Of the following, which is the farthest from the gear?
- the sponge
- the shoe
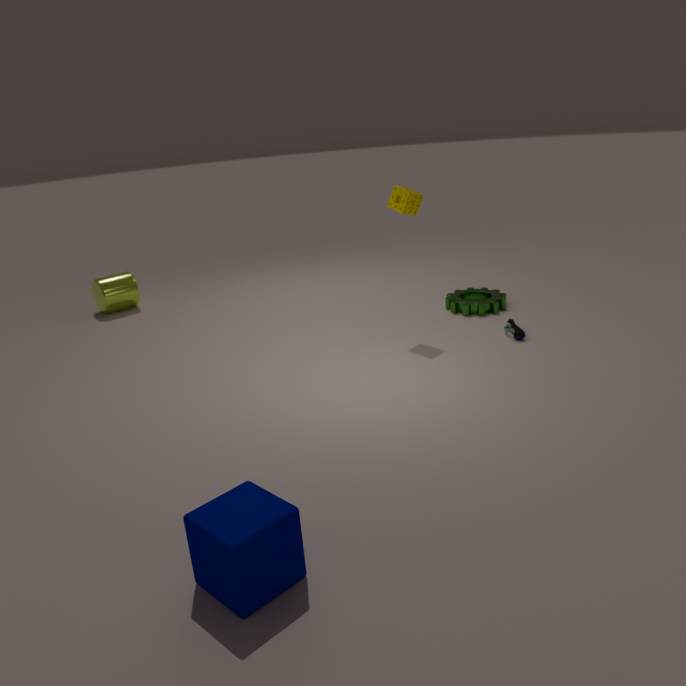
the sponge
